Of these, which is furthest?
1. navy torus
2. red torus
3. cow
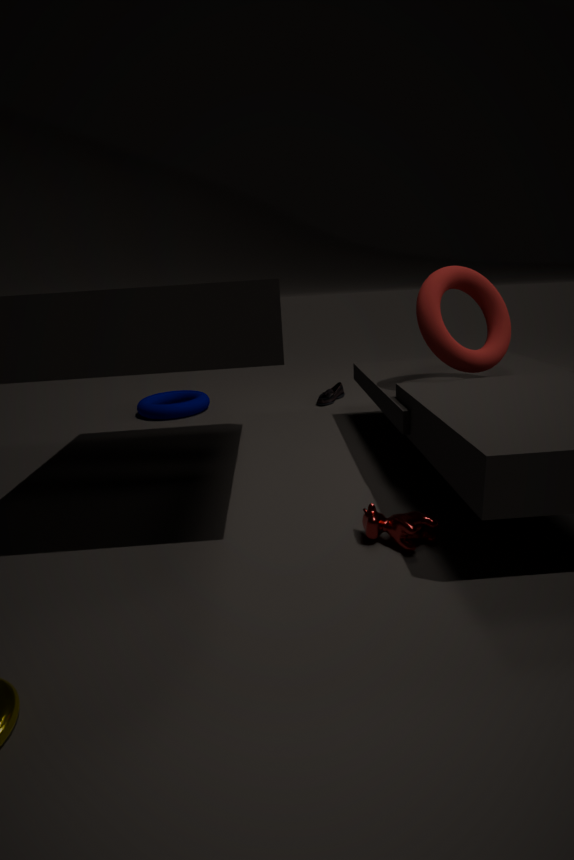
navy torus
